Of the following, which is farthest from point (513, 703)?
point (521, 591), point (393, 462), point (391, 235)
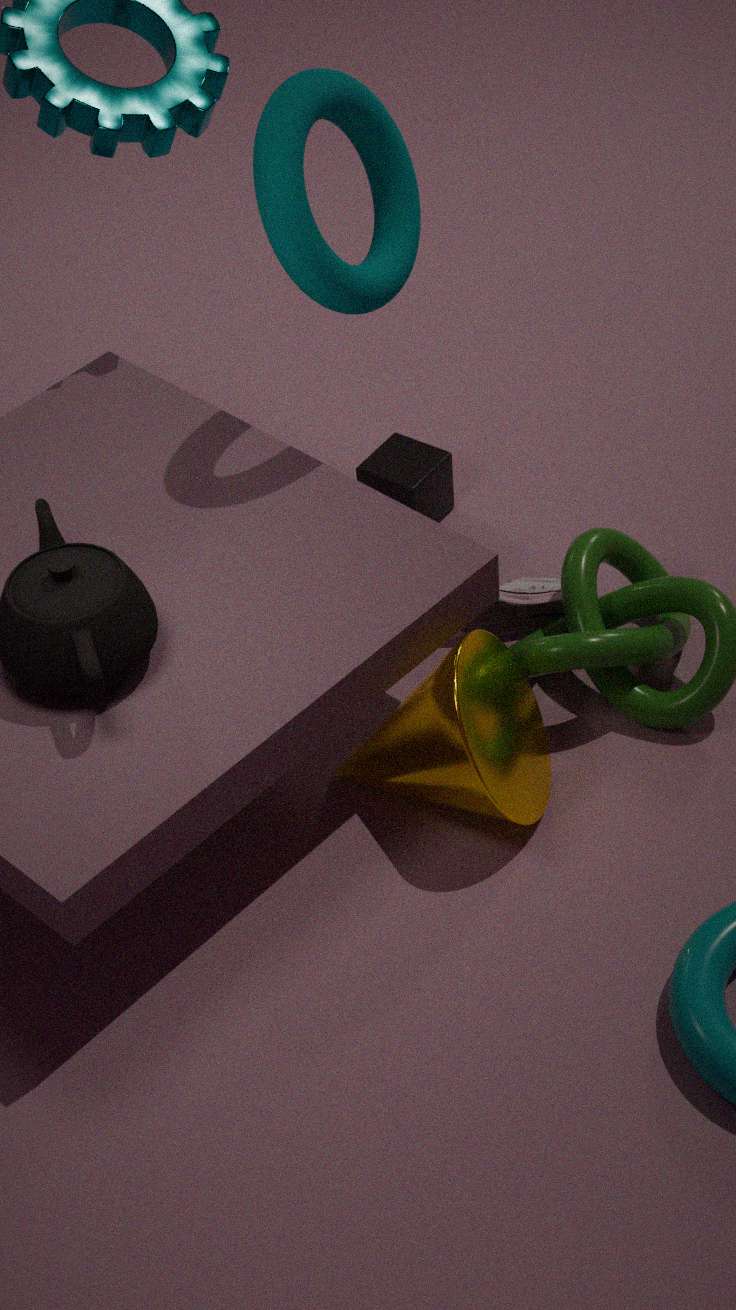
point (391, 235)
